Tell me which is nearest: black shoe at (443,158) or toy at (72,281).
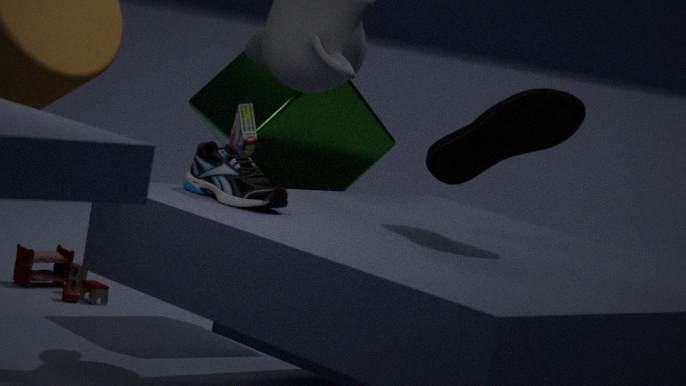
black shoe at (443,158)
